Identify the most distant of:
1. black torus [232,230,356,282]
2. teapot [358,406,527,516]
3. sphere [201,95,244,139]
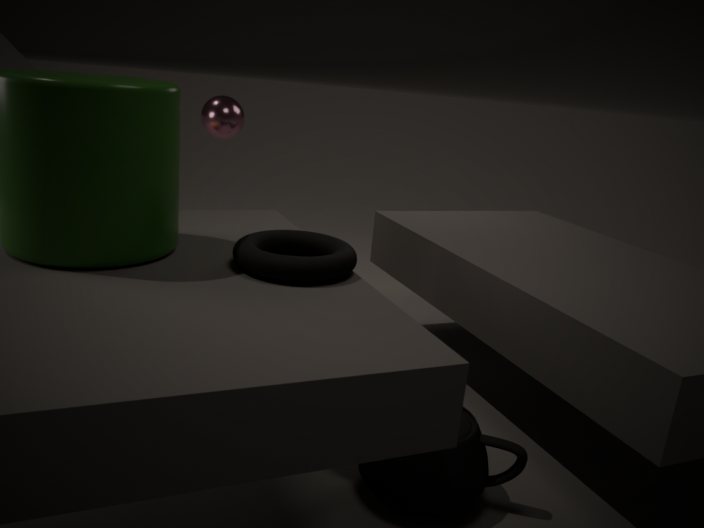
sphere [201,95,244,139]
